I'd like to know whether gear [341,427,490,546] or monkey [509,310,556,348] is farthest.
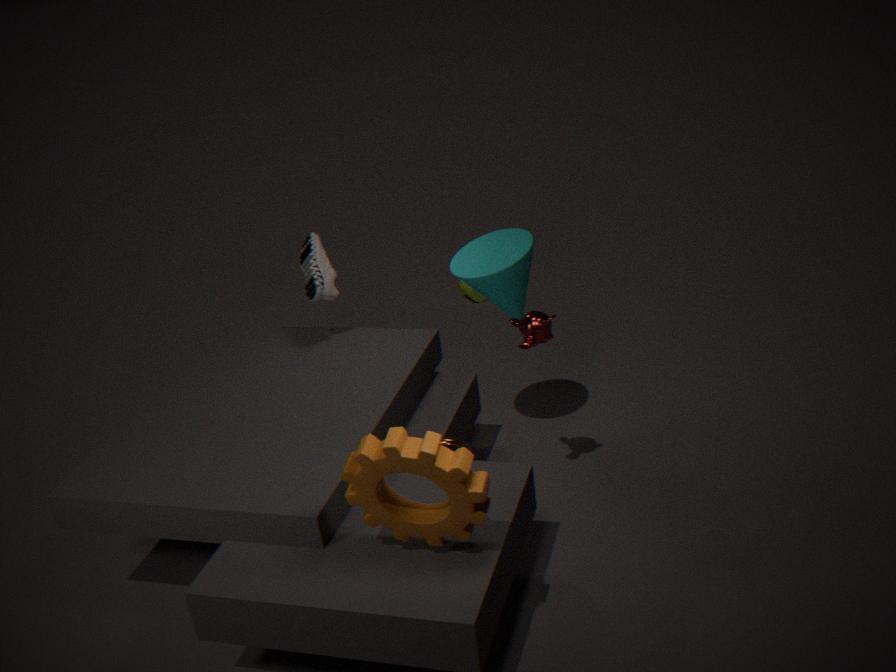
monkey [509,310,556,348]
